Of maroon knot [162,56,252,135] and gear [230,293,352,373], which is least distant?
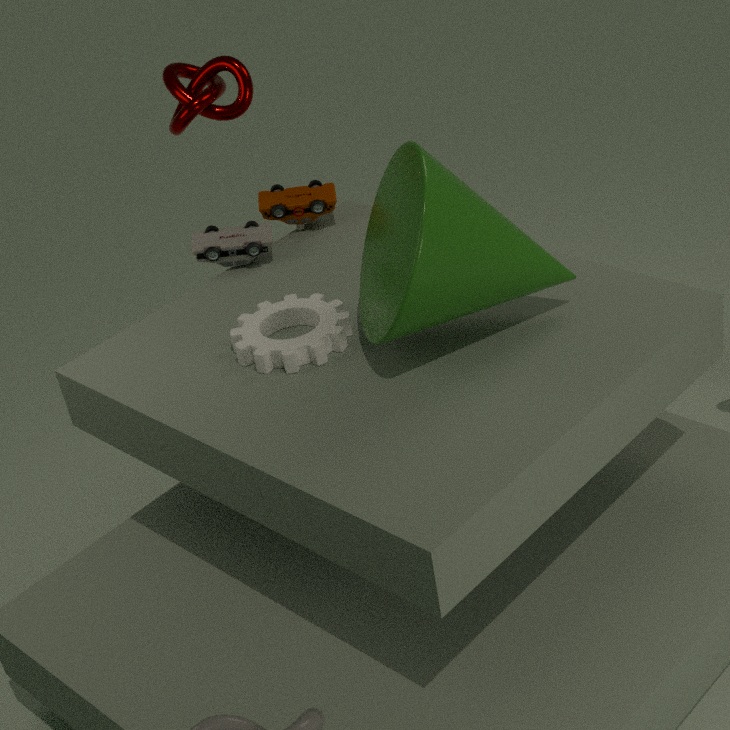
gear [230,293,352,373]
